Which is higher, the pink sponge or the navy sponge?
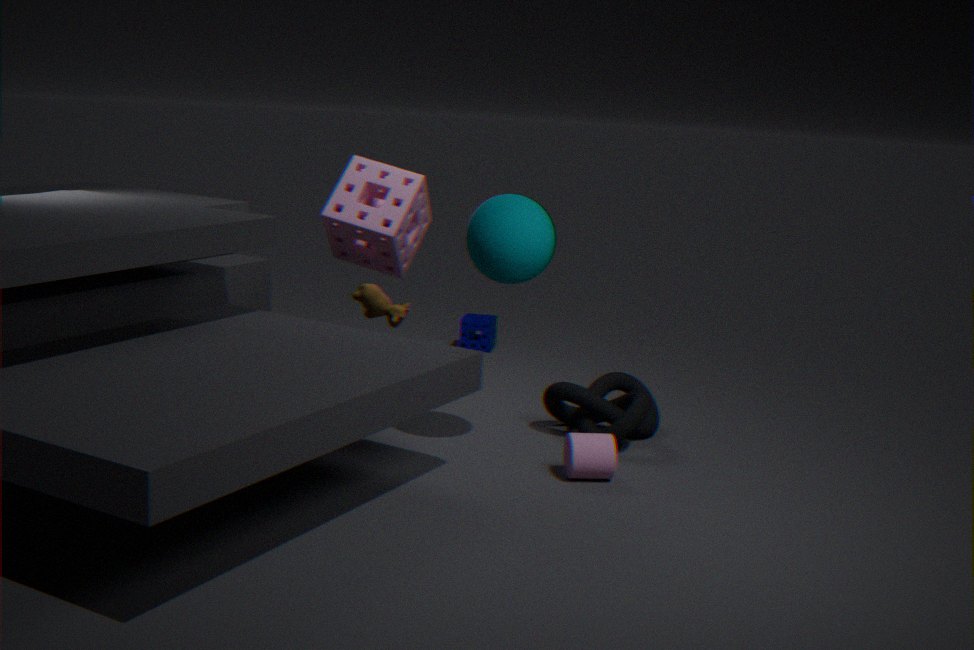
the pink sponge
